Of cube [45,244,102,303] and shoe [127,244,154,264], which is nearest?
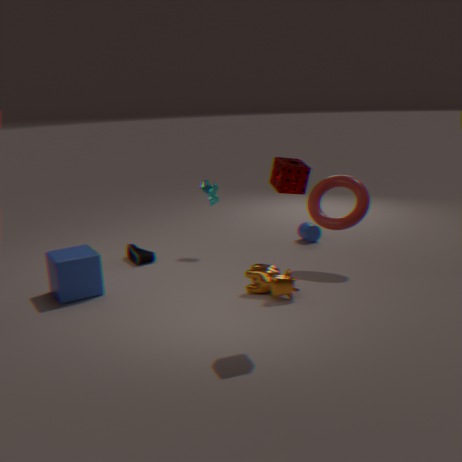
cube [45,244,102,303]
